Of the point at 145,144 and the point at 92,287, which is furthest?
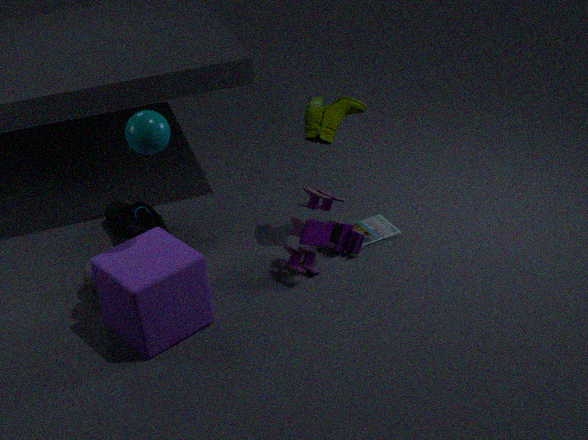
the point at 92,287
